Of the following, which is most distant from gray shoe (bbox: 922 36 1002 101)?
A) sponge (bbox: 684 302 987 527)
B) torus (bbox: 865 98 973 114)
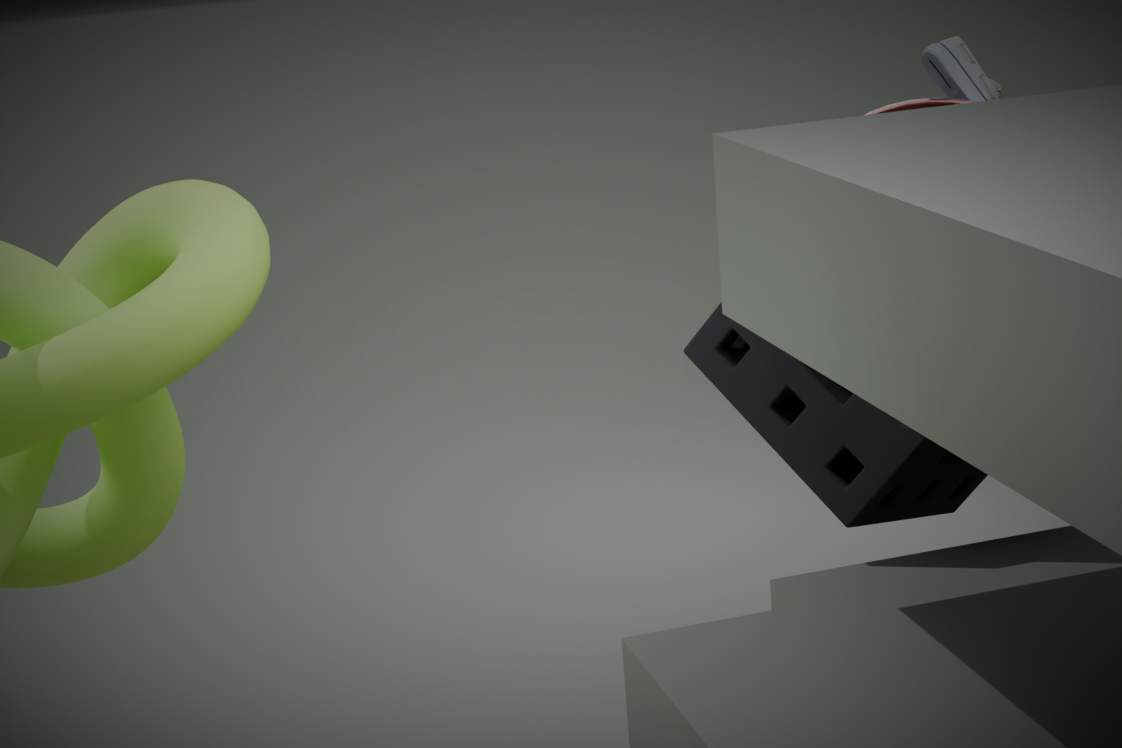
sponge (bbox: 684 302 987 527)
